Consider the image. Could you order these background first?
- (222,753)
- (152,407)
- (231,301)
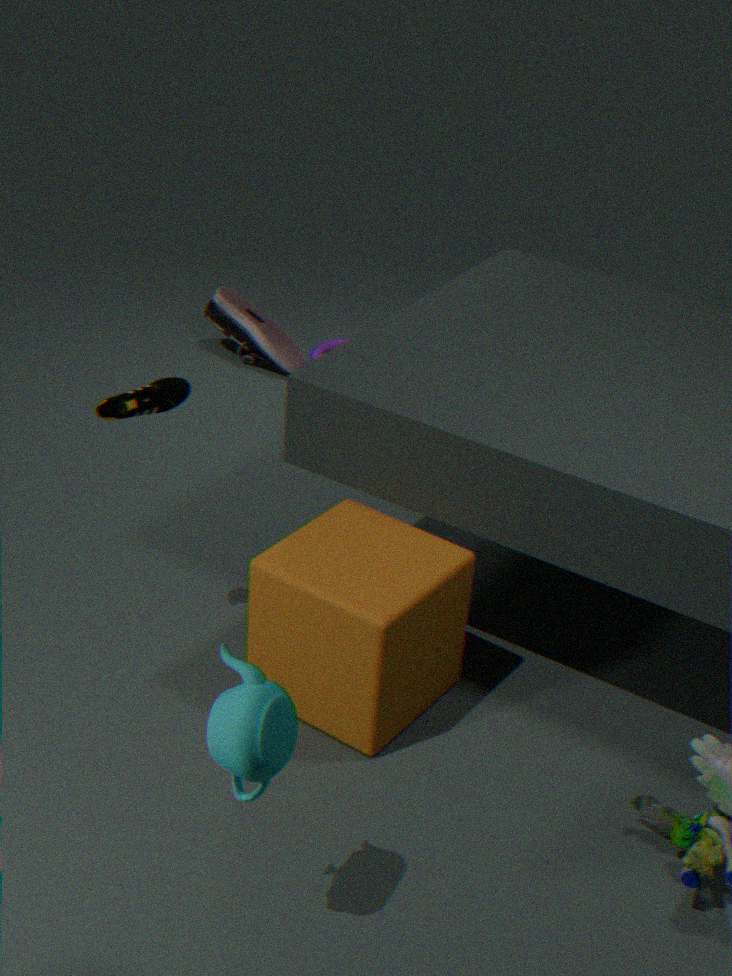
(231,301) → (152,407) → (222,753)
